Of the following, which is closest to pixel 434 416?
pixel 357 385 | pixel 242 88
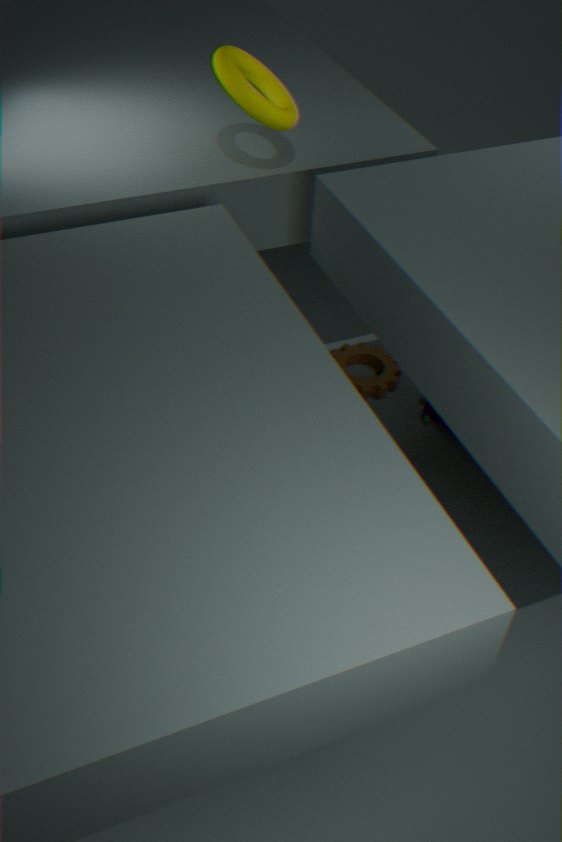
pixel 357 385
